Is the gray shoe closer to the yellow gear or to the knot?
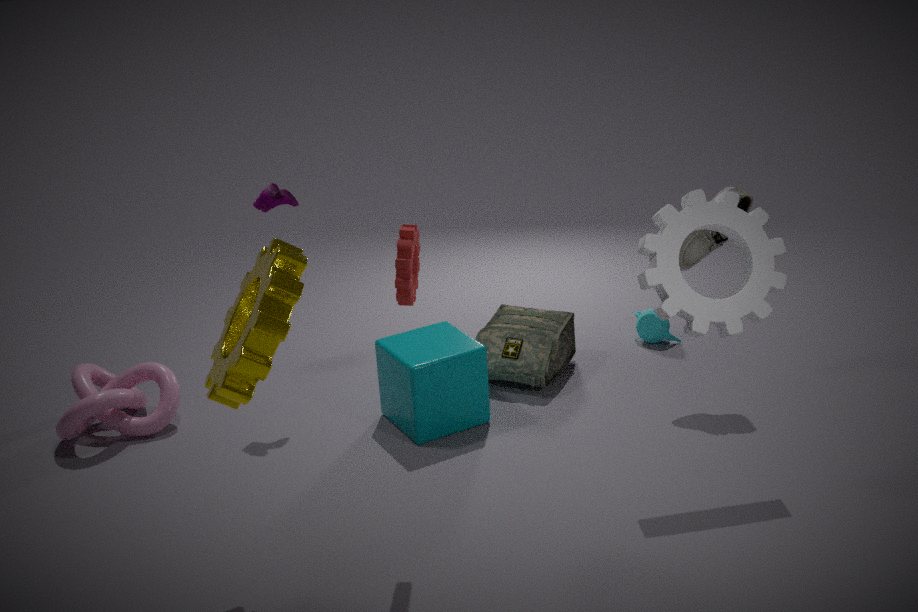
the yellow gear
